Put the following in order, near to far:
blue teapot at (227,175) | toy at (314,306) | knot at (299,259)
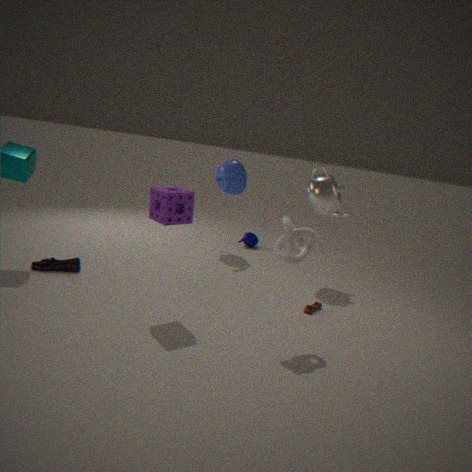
knot at (299,259) → toy at (314,306) → blue teapot at (227,175)
